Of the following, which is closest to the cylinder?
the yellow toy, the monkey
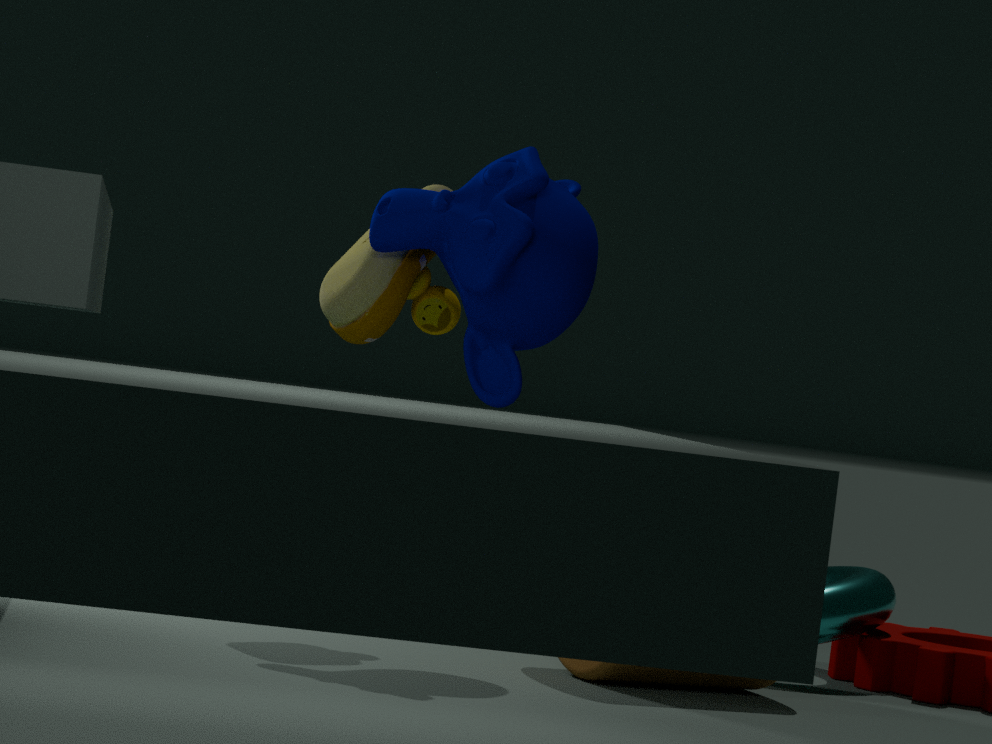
the monkey
